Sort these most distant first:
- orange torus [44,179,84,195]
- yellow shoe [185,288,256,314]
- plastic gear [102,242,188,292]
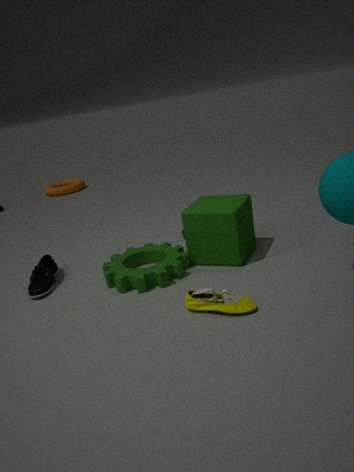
orange torus [44,179,84,195] → plastic gear [102,242,188,292] → yellow shoe [185,288,256,314]
